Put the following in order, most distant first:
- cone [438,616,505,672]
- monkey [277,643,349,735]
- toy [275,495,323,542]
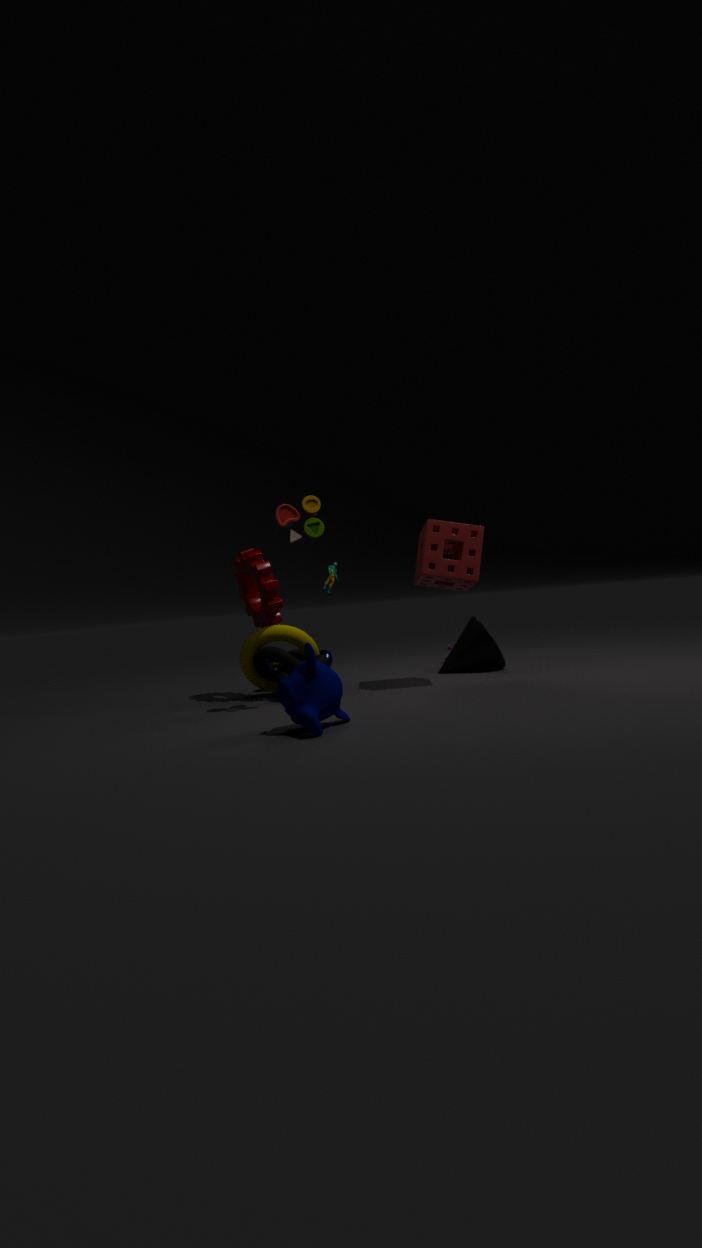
1. cone [438,616,505,672]
2. toy [275,495,323,542]
3. monkey [277,643,349,735]
